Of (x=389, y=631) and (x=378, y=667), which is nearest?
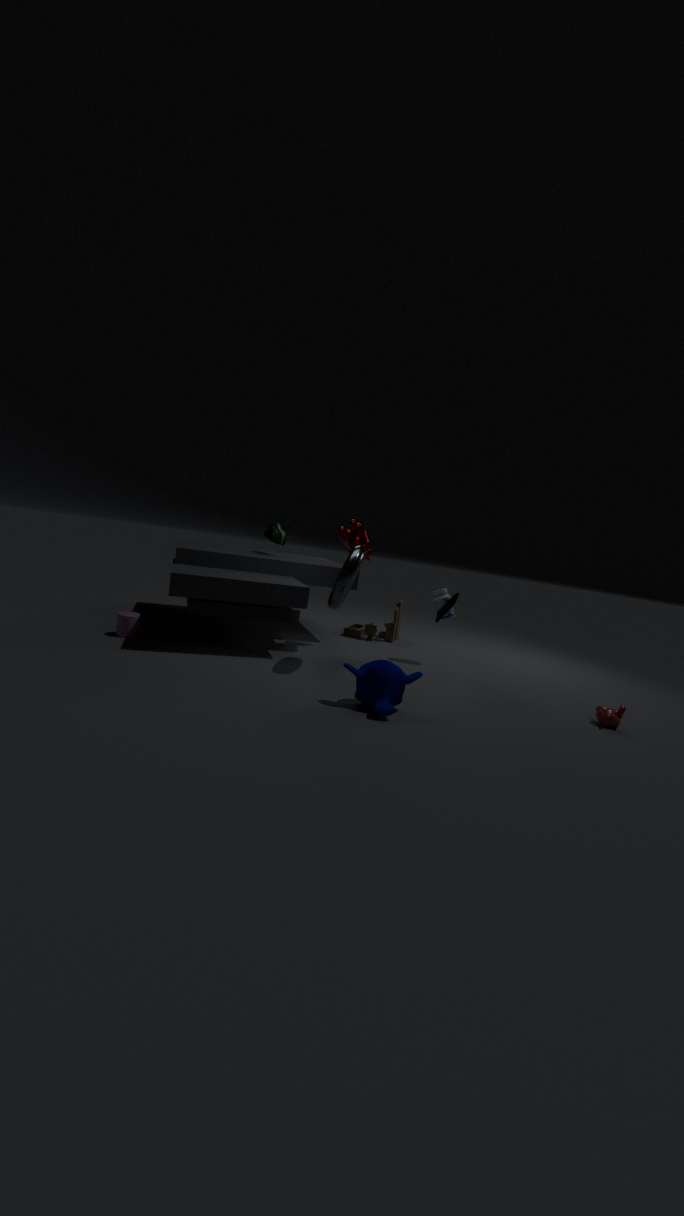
(x=378, y=667)
